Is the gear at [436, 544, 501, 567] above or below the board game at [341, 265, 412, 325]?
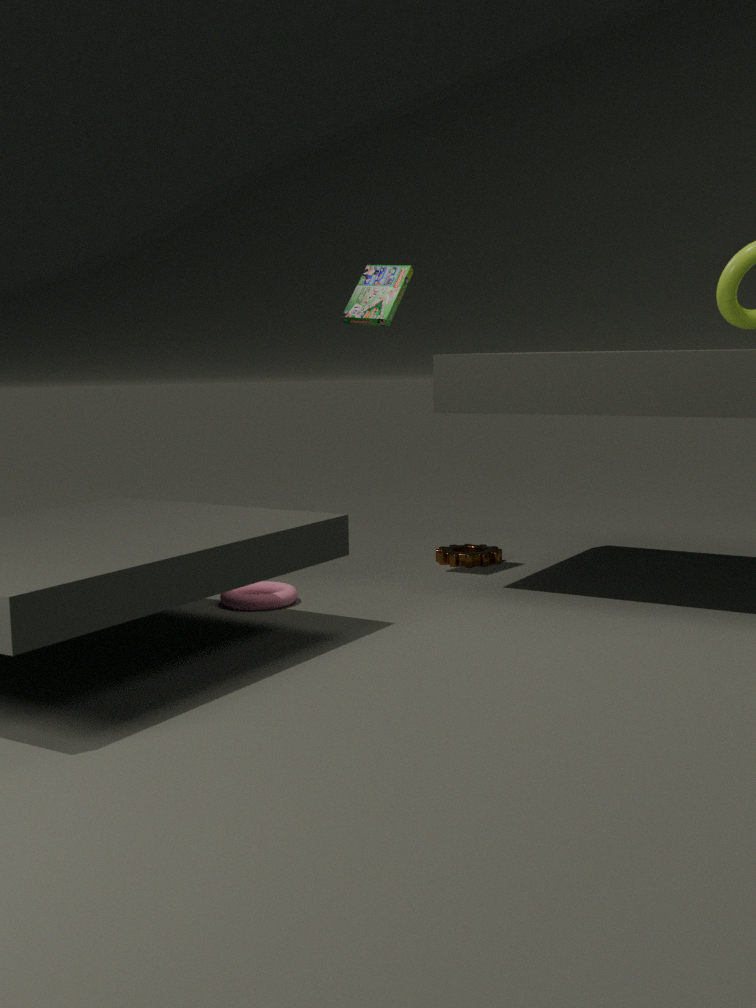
below
